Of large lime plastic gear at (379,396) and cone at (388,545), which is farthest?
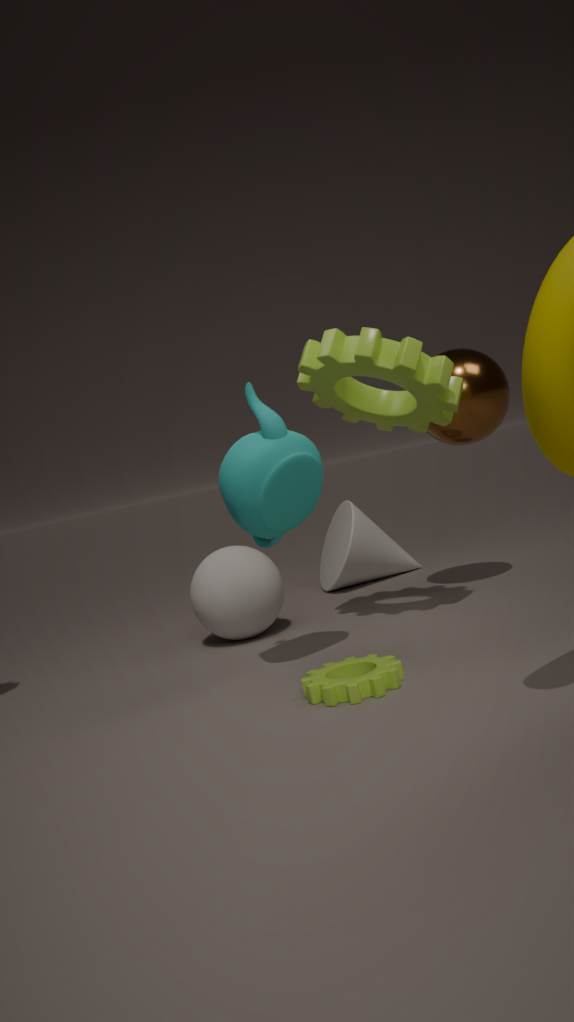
cone at (388,545)
